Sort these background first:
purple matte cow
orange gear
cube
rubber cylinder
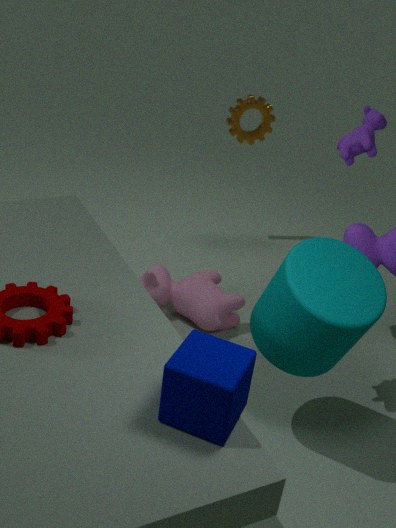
orange gear, purple matte cow, rubber cylinder, cube
